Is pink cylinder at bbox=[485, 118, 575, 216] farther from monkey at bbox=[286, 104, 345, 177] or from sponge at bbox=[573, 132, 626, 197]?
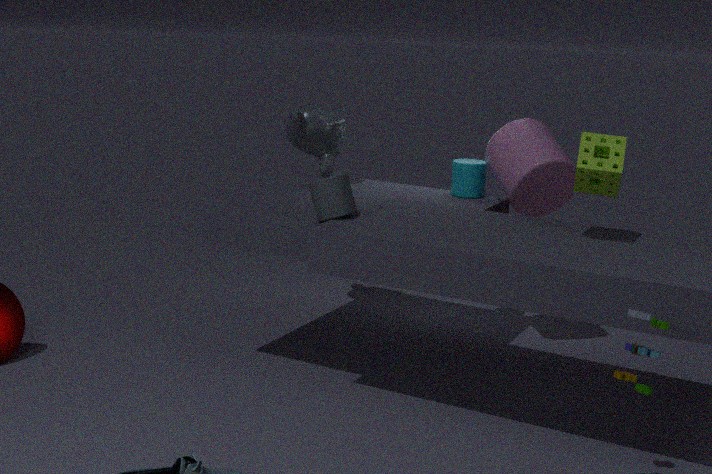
monkey at bbox=[286, 104, 345, 177]
